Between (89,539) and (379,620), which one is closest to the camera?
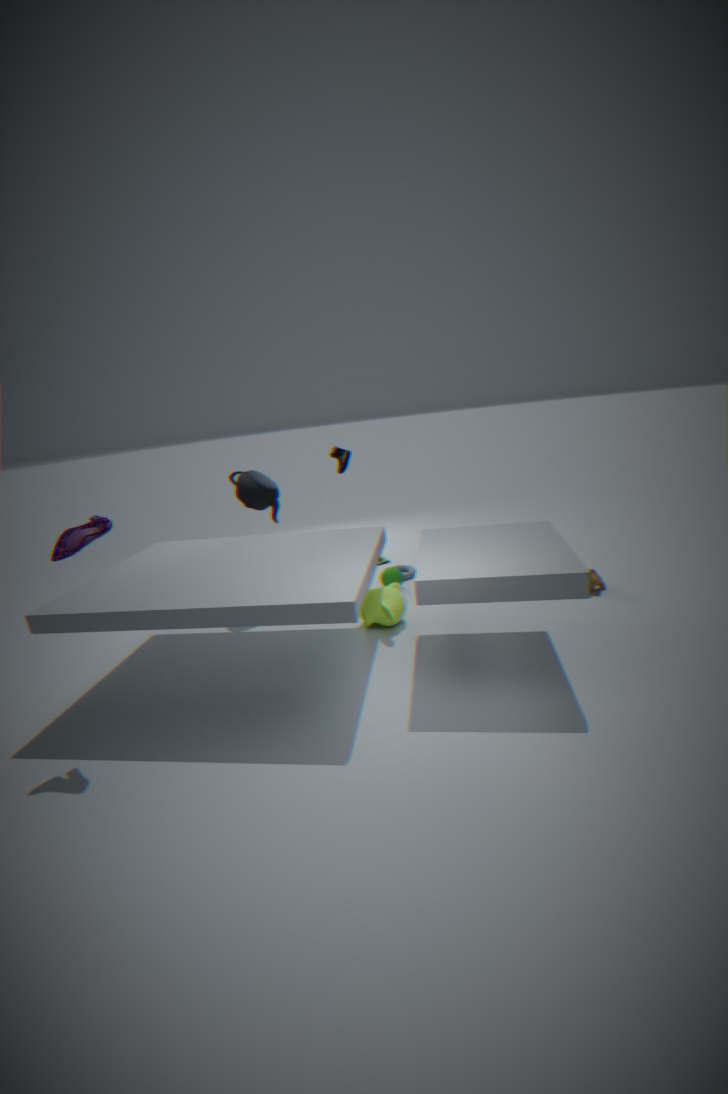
(89,539)
